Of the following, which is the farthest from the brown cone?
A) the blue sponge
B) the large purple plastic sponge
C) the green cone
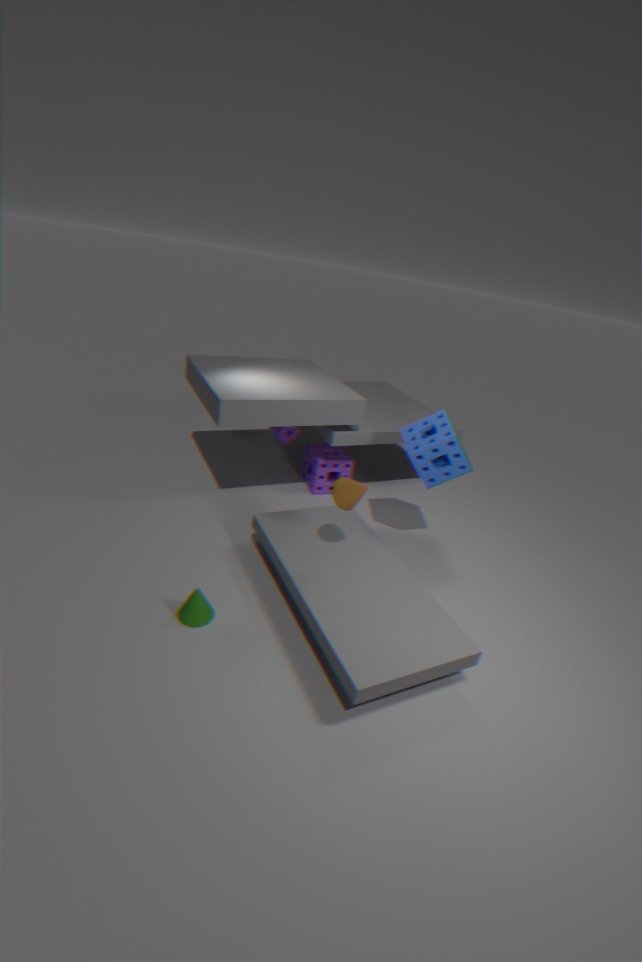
the large purple plastic sponge
